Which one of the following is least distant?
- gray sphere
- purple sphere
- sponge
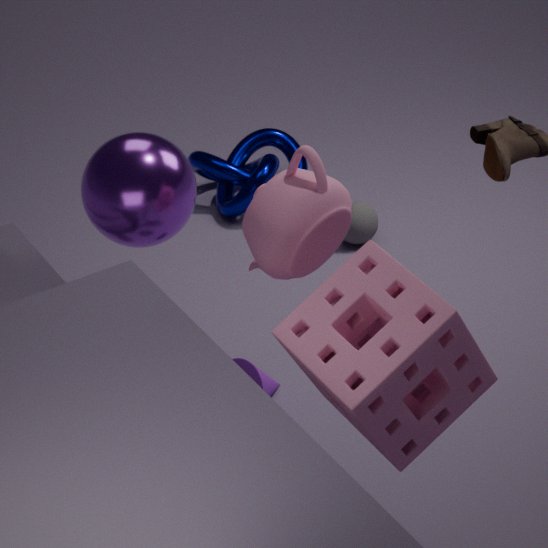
sponge
